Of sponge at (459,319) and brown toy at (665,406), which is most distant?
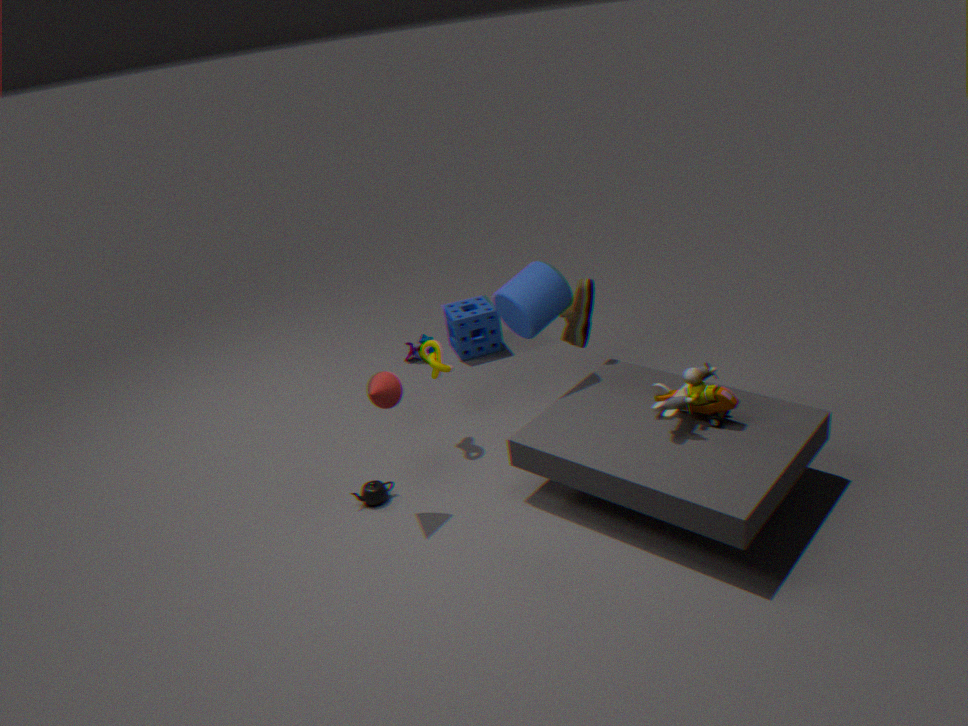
sponge at (459,319)
